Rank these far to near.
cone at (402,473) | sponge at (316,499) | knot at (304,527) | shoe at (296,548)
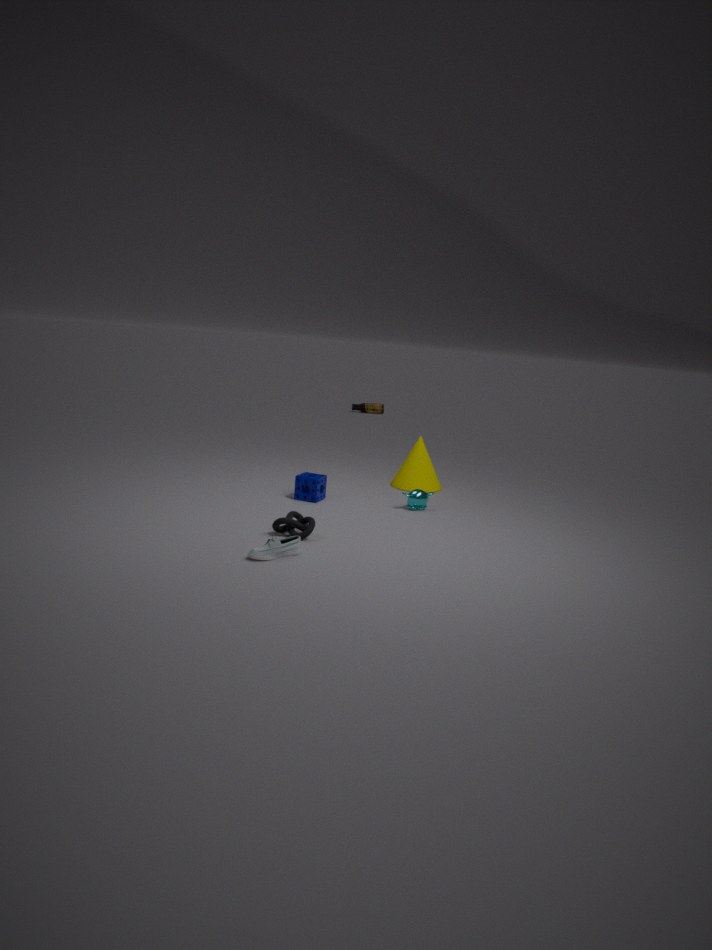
cone at (402,473) < sponge at (316,499) < knot at (304,527) < shoe at (296,548)
